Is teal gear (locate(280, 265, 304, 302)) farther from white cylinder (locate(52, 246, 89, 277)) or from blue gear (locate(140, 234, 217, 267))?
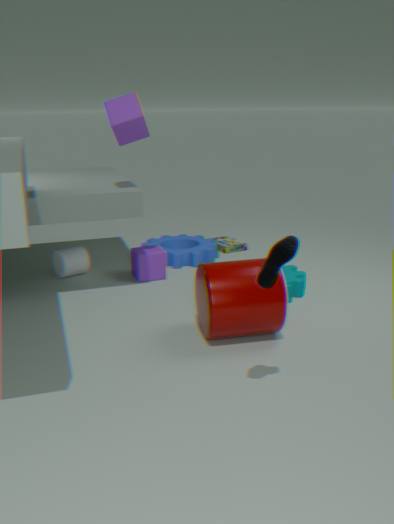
white cylinder (locate(52, 246, 89, 277))
